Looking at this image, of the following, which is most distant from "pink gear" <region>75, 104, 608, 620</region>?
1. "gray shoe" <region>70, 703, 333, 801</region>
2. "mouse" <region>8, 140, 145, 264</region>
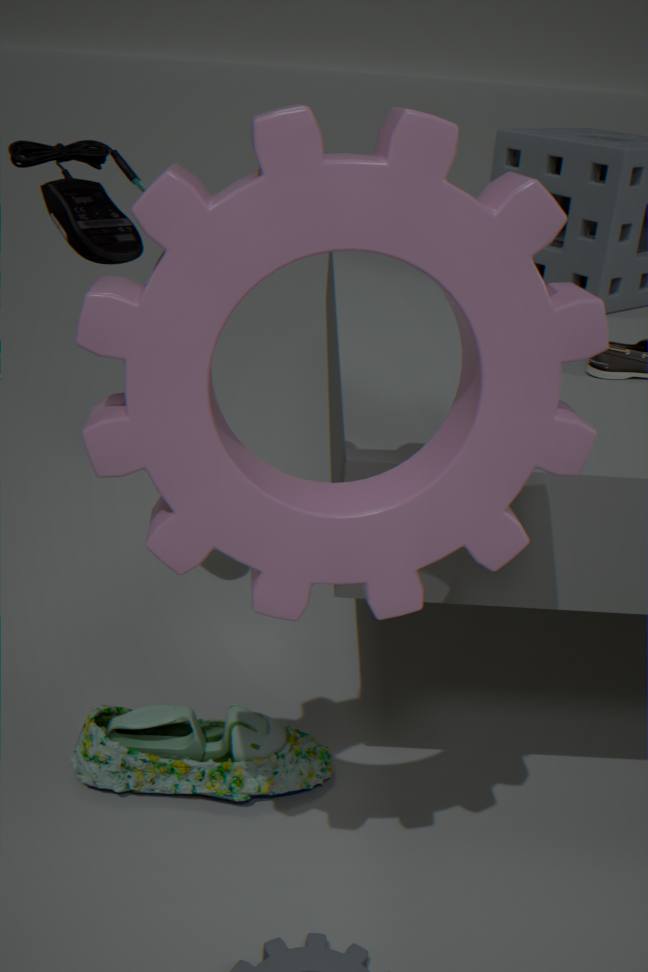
"gray shoe" <region>70, 703, 333, 801</region>
